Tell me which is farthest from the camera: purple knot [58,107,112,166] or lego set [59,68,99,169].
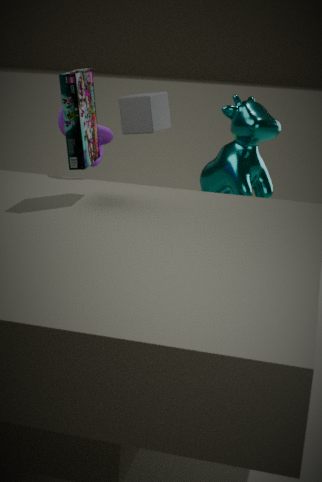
purple knot [58,107,112,166]
